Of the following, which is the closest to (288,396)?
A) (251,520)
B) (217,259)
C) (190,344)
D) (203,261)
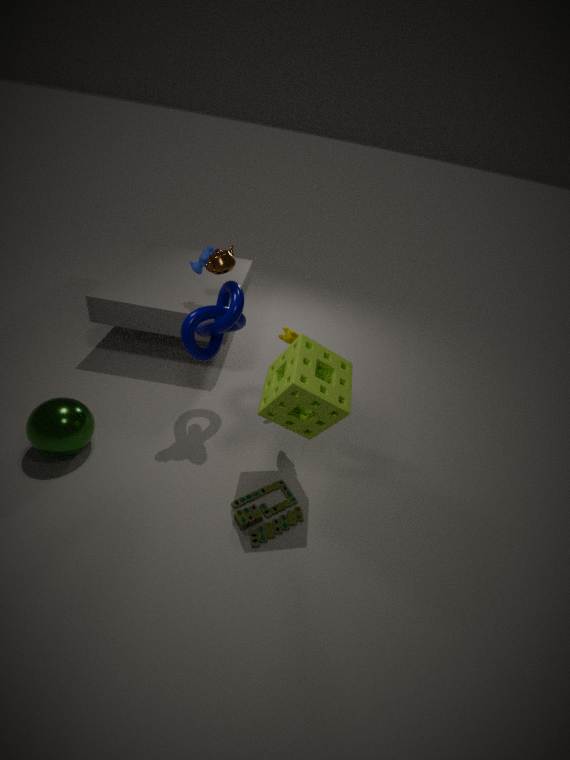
(190,344)
